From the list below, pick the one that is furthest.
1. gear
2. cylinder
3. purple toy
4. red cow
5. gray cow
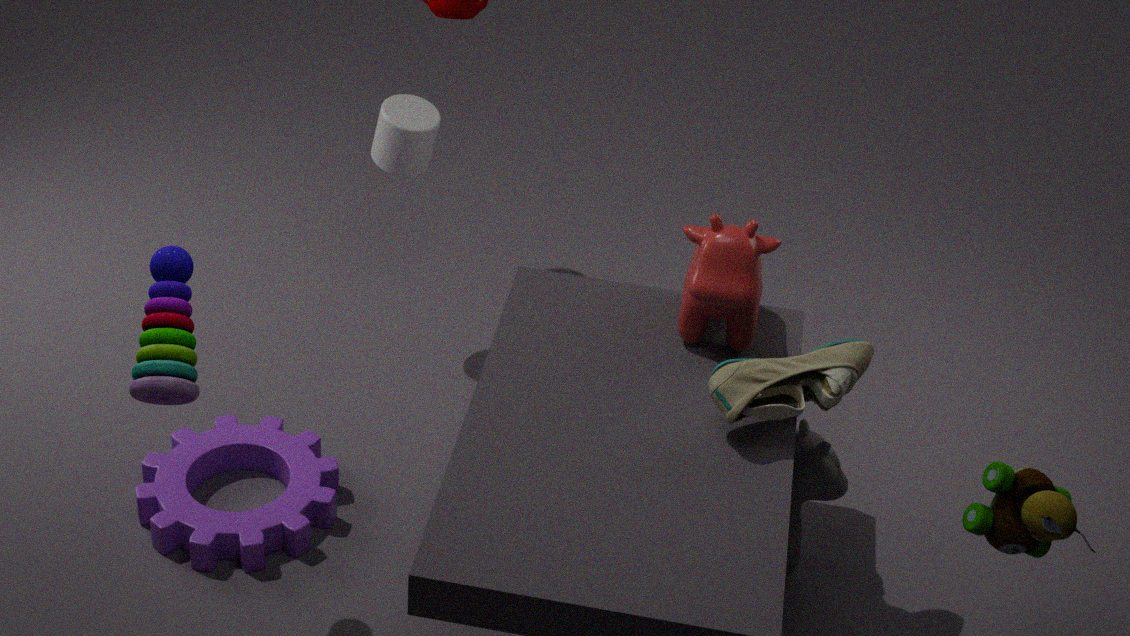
cylinder
